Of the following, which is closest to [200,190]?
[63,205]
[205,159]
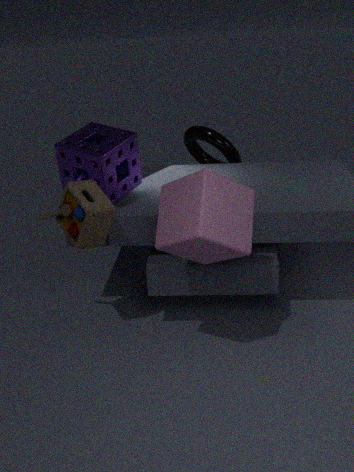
[63,205]
